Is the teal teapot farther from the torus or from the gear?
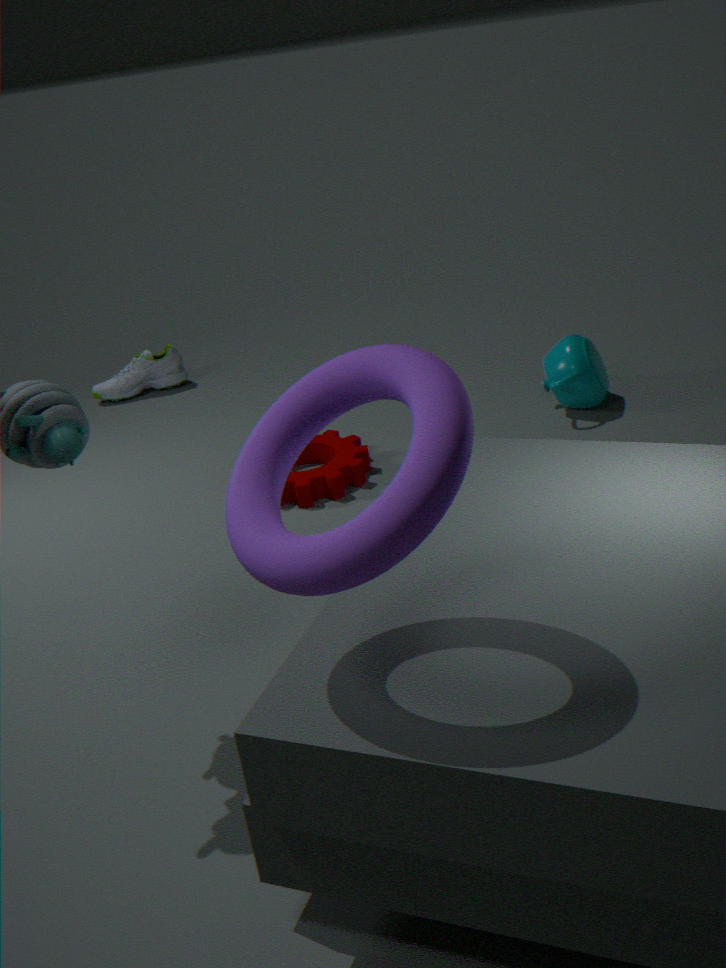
the torus
